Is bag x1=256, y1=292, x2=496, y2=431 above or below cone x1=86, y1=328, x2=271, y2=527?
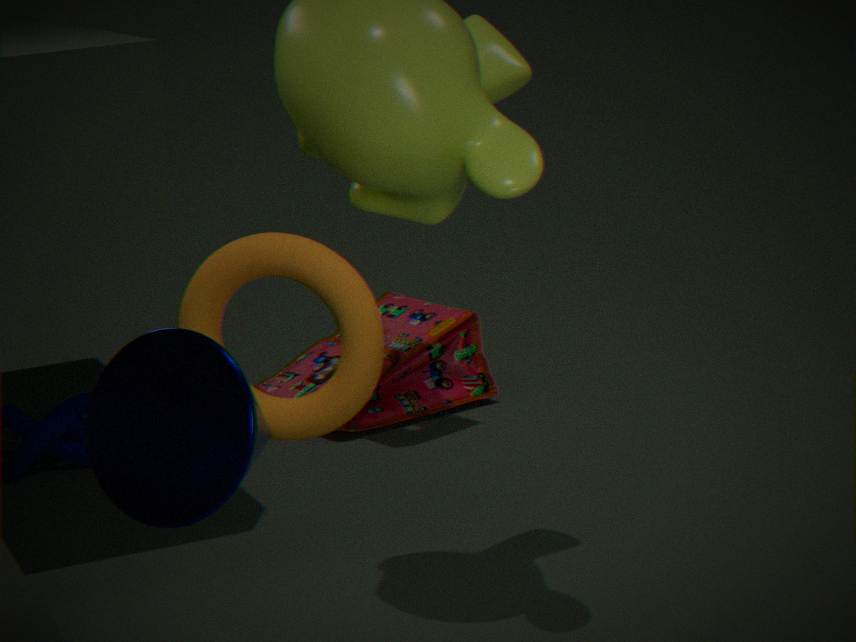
below
